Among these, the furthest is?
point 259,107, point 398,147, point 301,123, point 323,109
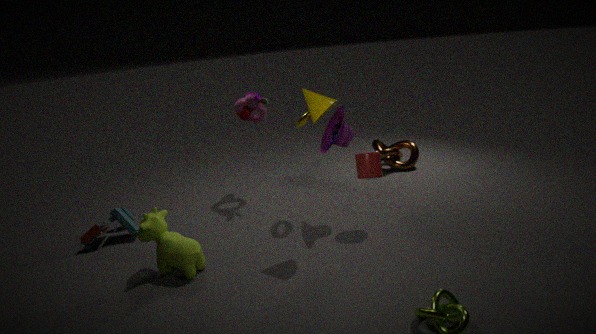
point 398,147
